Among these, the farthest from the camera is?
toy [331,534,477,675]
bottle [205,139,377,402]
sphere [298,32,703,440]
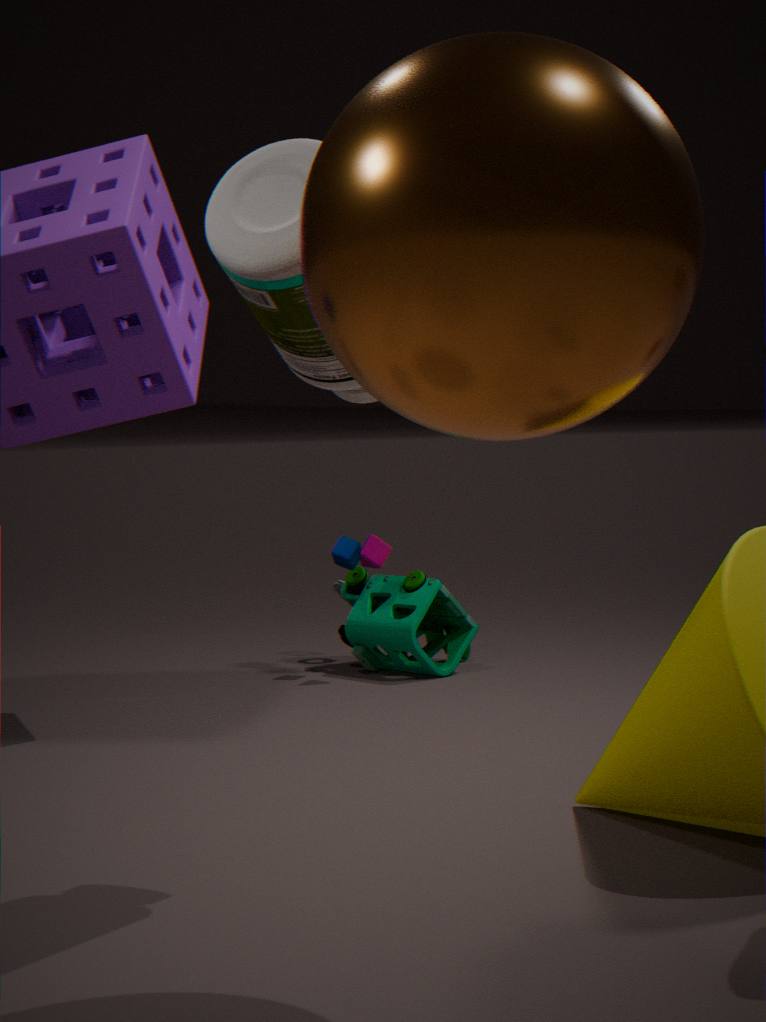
toy [331,534,477,675]
